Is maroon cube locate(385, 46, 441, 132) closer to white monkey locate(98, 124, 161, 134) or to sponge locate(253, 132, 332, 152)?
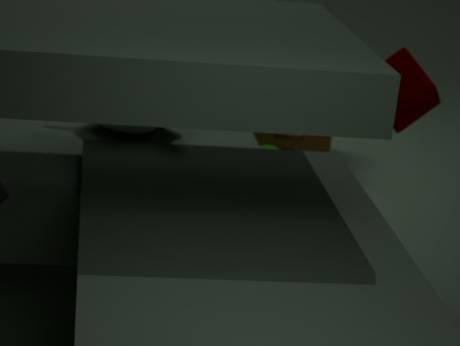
white monkey locate(98, 124, 161, 134)
